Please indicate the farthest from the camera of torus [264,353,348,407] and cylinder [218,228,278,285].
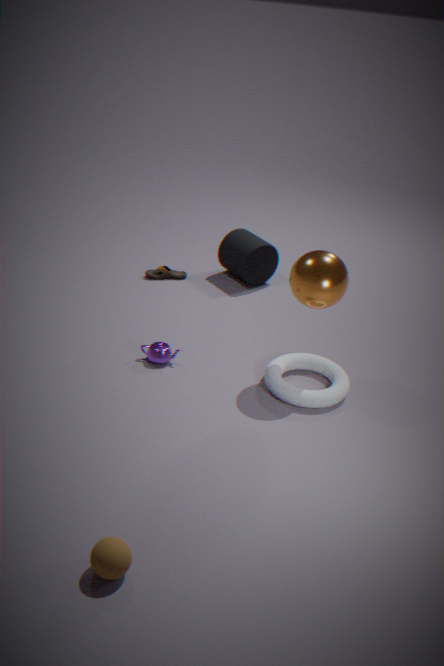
cylinder [218,228,278,285]
